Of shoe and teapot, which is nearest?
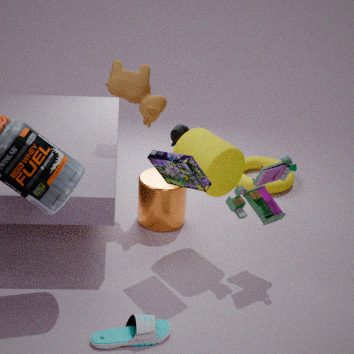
shoe
